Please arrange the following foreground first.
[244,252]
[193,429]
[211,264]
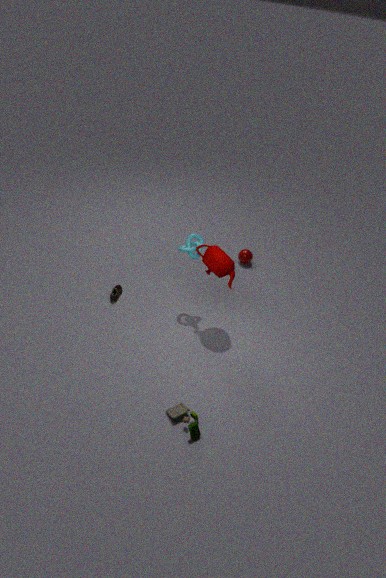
[193,429] < [211,264] < [244,252]
